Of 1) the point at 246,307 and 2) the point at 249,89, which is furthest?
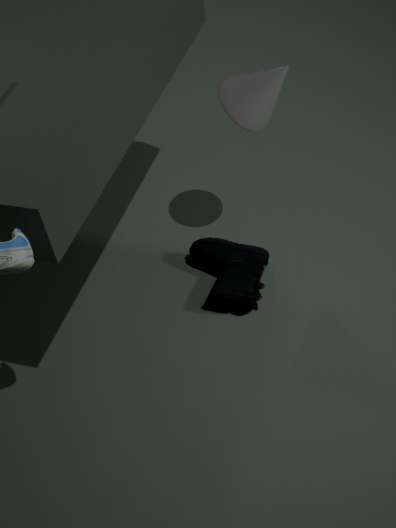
1. the point at 246,307
